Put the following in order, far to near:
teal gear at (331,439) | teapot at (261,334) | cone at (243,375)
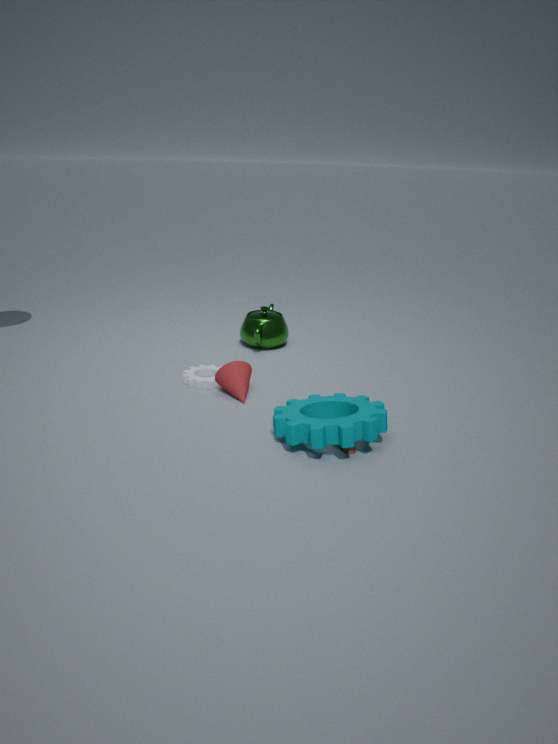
teapot at (261,334) < cone at (243,375) < teal gear at (331,439)
